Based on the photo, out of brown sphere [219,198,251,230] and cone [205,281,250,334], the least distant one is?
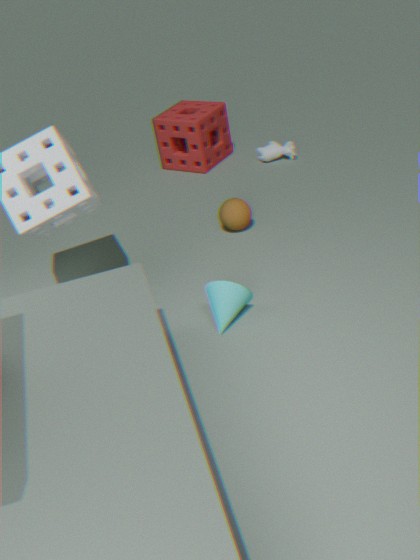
cone [205,281,250,334]
